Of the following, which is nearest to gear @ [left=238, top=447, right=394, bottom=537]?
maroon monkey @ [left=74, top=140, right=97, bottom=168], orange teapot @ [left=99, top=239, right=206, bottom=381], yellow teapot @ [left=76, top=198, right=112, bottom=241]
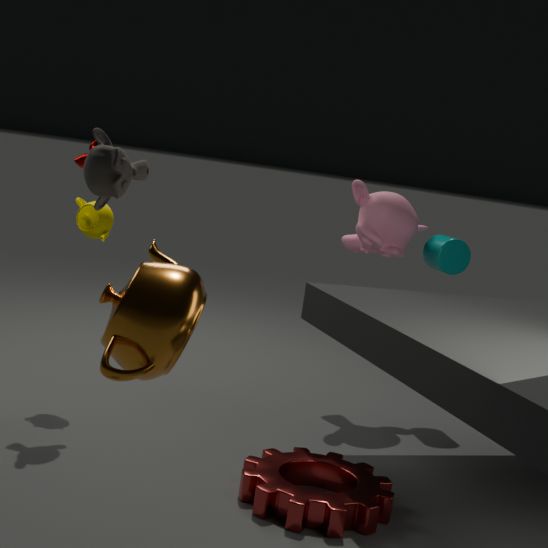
orange teapot @ [left=99, top=239, right=206, bottom=381]
